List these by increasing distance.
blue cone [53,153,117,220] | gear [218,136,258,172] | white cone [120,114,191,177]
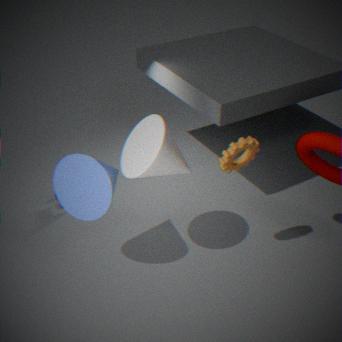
white cone [120,114,191,177] → blue cone [53,153,117,220] → gear [218,136,258,172]
